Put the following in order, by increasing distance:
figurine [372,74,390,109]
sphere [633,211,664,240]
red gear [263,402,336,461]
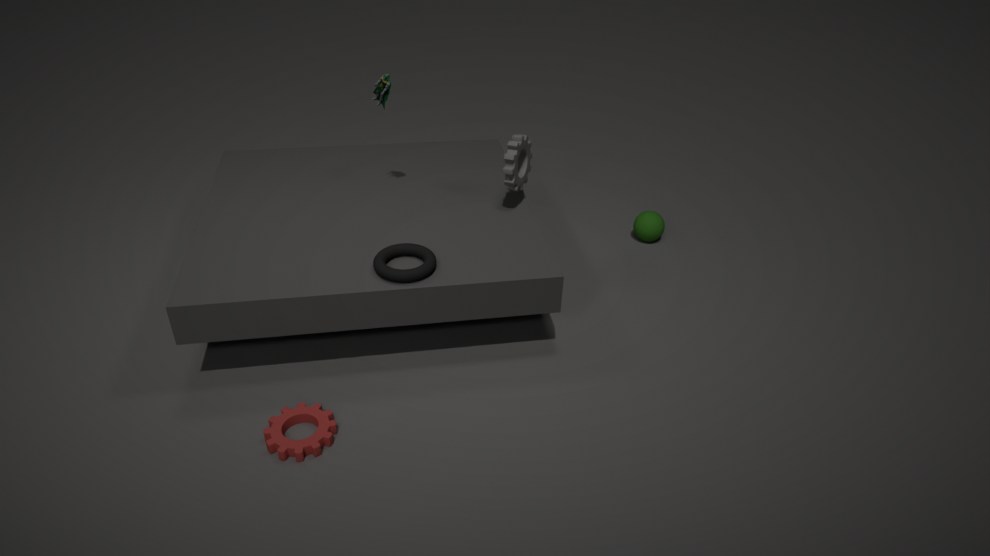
red gear [263,402,336,461] < figurine [372,74,390,109] < sphere [633,211,664,240]
